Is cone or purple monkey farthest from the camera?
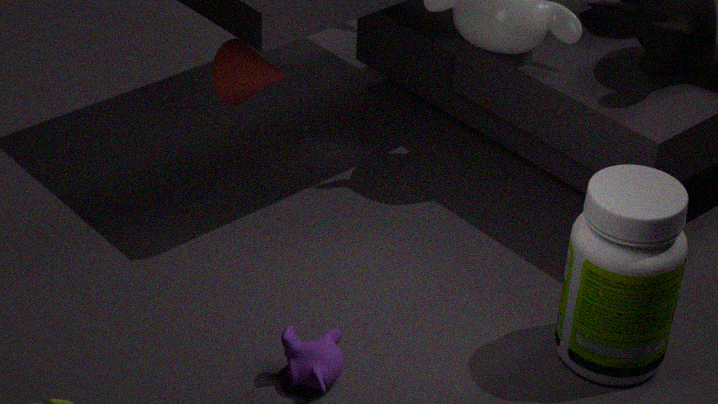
cone
